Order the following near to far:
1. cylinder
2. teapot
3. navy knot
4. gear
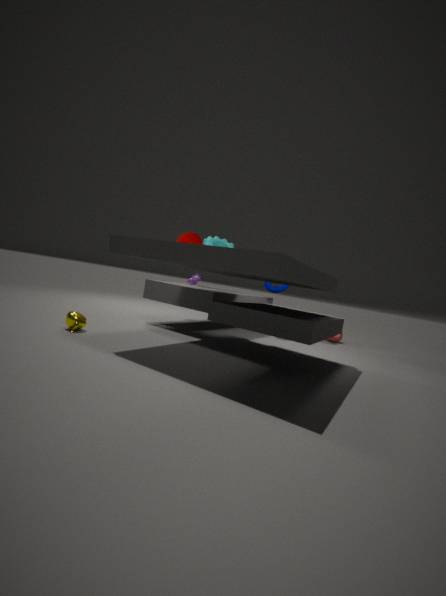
teapot, navy knot, cylinder, gear
